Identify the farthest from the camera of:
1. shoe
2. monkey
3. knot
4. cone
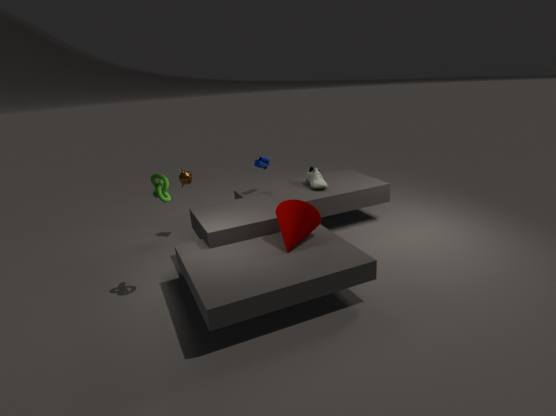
monkey
